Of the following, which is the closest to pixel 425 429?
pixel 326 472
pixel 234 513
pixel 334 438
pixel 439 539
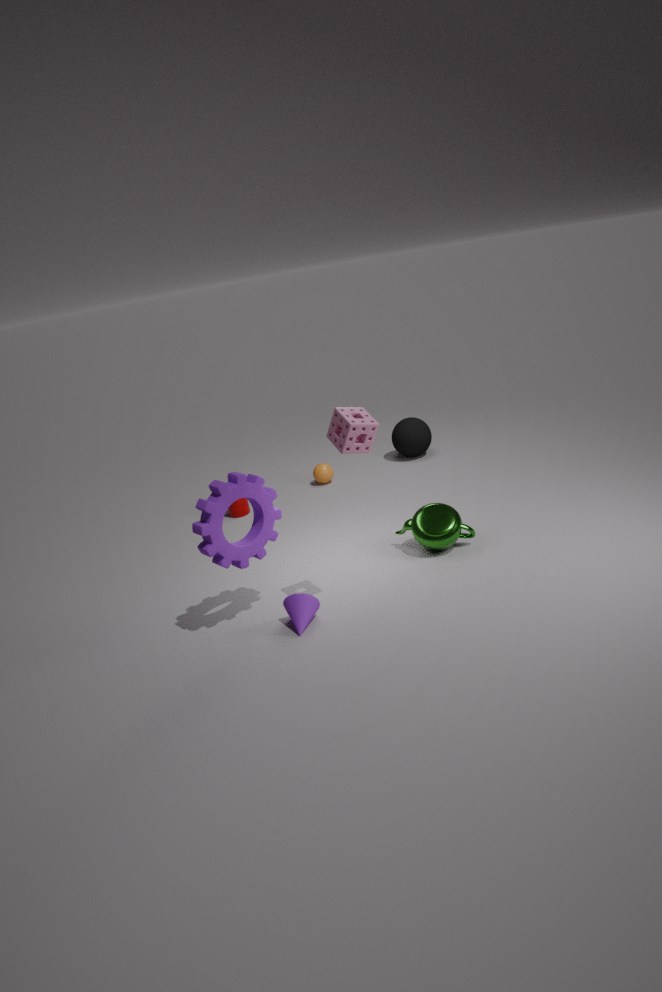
pixel 326 472
